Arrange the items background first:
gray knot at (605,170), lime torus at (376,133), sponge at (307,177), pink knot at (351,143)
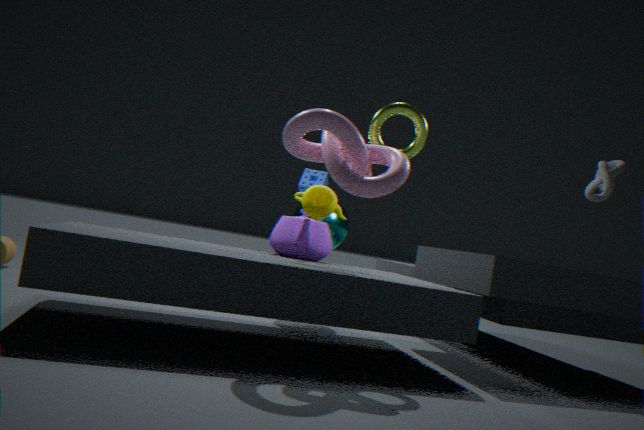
sponge at (307,177), gray knot at (605,170), lime torus at (376,133), pink knot at (351,143)
